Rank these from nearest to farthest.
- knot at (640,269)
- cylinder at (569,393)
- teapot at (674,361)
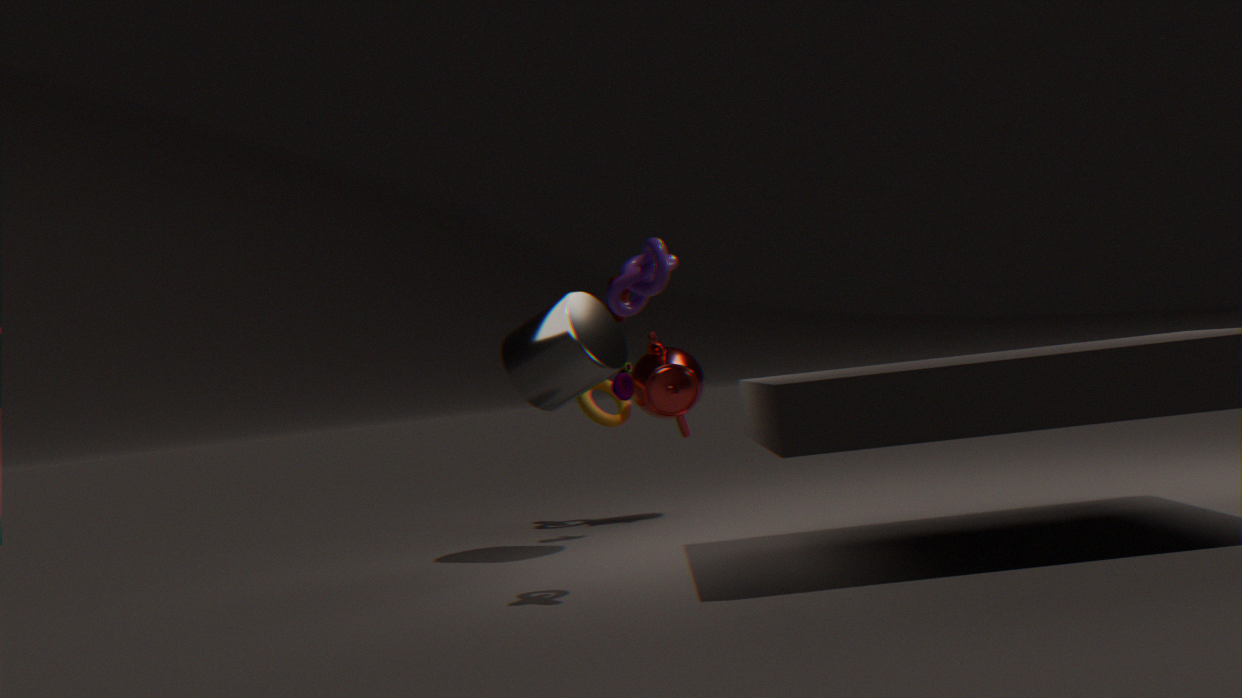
1. knot at (640,269)
2. cylinder at (569,393)
3. teapot at (674,361)
